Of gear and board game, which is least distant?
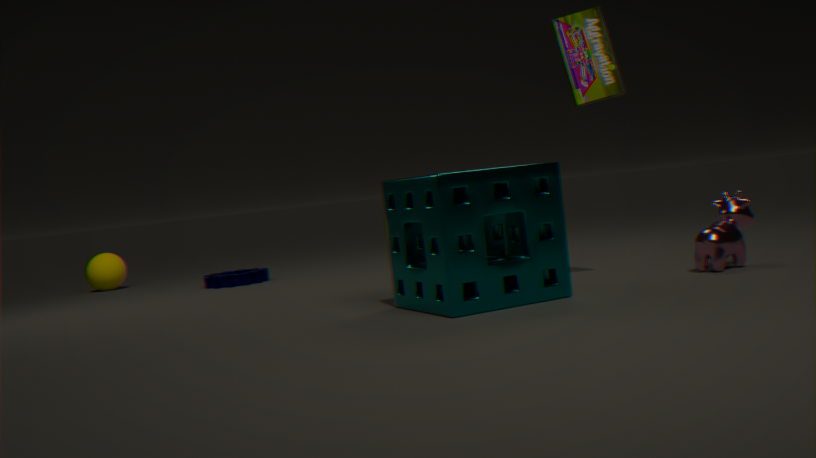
board game
